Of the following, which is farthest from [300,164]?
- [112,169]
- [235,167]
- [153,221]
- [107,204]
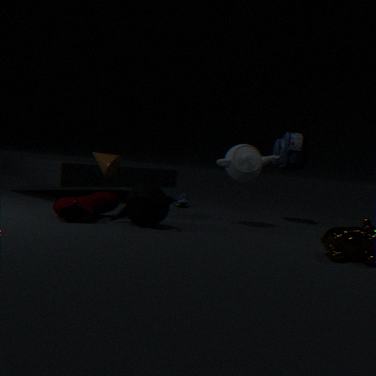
[107,204]
